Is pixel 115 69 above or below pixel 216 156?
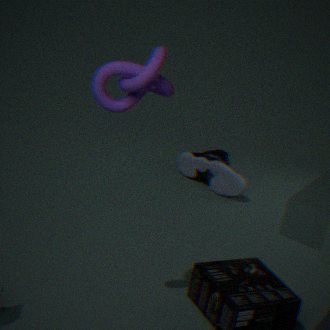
above
